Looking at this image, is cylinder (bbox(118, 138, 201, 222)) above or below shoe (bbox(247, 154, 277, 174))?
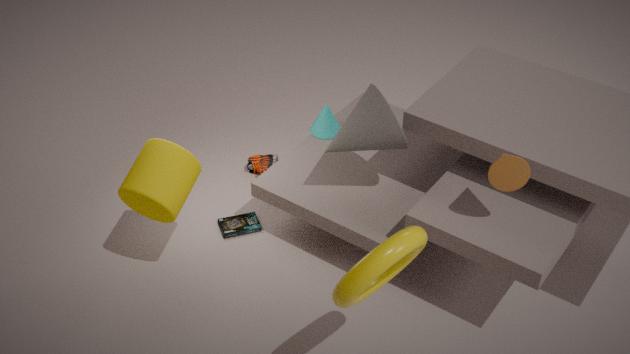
above
